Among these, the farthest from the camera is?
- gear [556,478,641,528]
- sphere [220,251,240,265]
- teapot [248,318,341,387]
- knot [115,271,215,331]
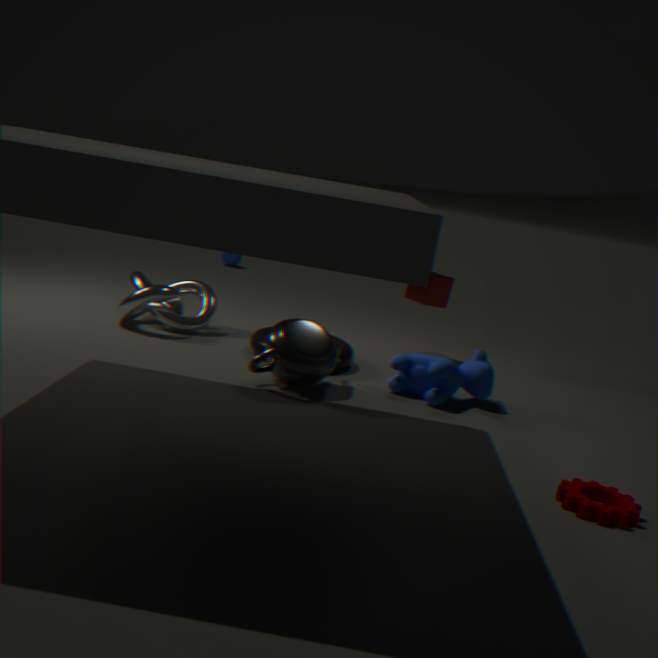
sphere [220,251,240,265]
